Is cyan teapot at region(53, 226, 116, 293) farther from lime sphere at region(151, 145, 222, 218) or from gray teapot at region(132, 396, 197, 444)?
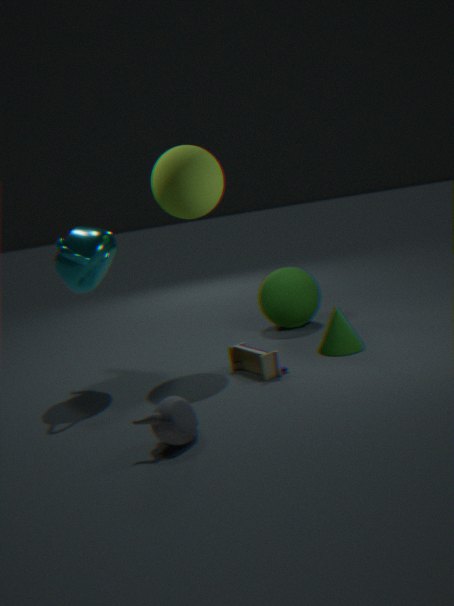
gray teapot at region(132, 396, 197, 444)
